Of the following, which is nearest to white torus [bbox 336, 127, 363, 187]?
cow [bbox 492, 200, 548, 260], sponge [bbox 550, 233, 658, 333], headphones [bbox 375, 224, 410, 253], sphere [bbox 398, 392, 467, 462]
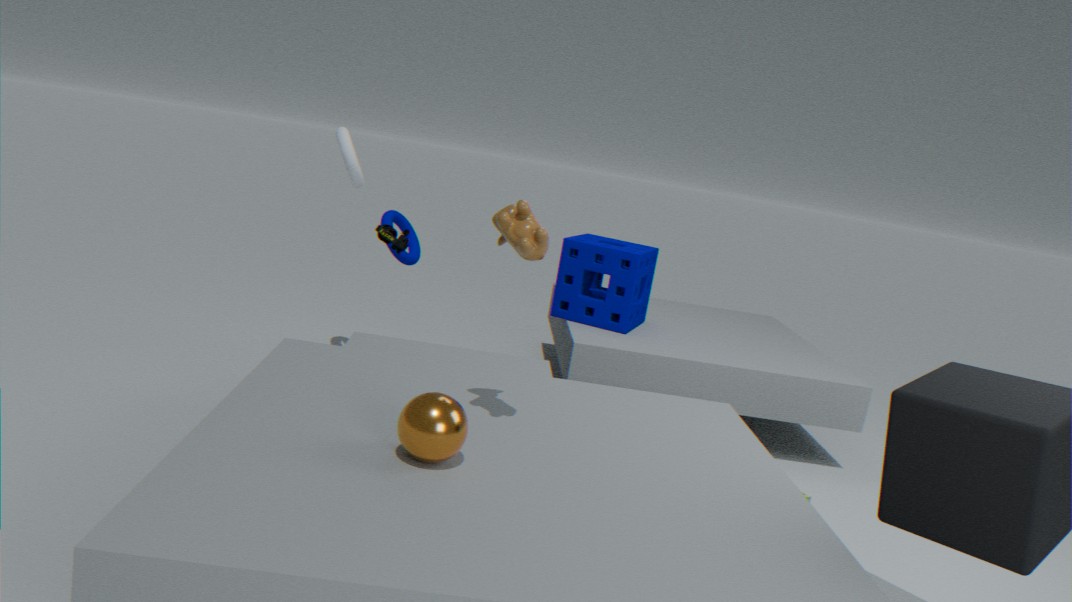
headphones [bbox 375, 224, 410, 253]
